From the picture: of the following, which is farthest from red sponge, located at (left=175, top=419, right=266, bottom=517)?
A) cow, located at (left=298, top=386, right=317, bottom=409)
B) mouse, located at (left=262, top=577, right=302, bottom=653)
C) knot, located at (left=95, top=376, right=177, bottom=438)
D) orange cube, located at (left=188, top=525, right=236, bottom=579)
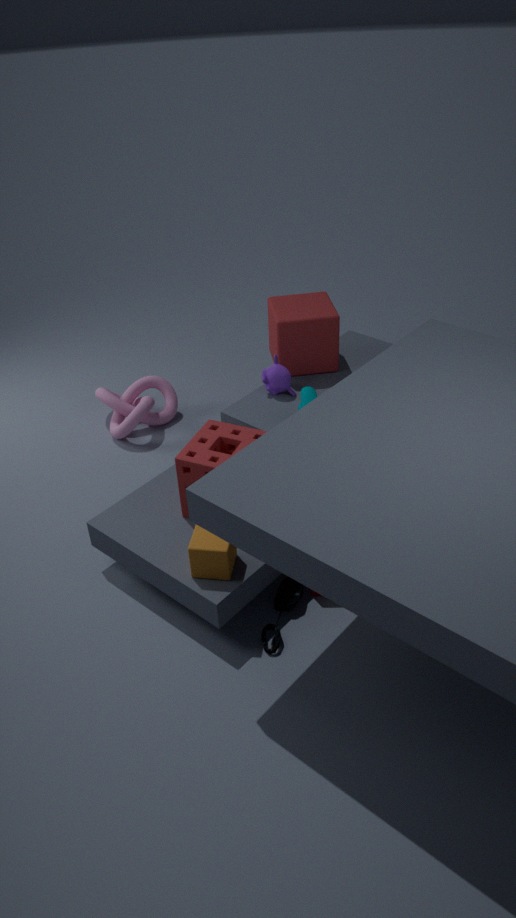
knot, located at (left=95, top=376, right=177, bottom=438)
